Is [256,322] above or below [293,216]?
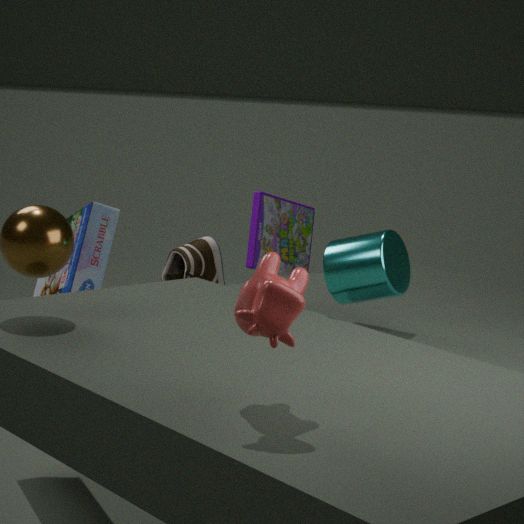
above
